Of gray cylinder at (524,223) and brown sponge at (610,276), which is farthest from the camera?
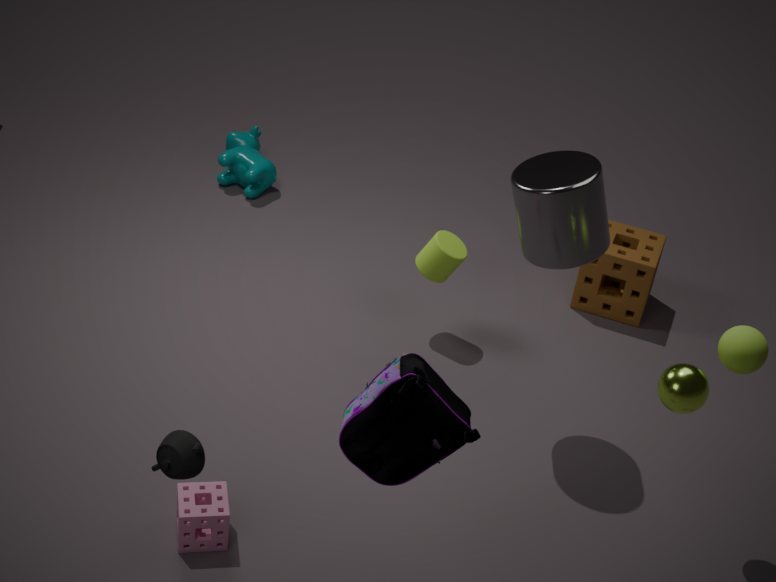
brown sponge at (610,276)
